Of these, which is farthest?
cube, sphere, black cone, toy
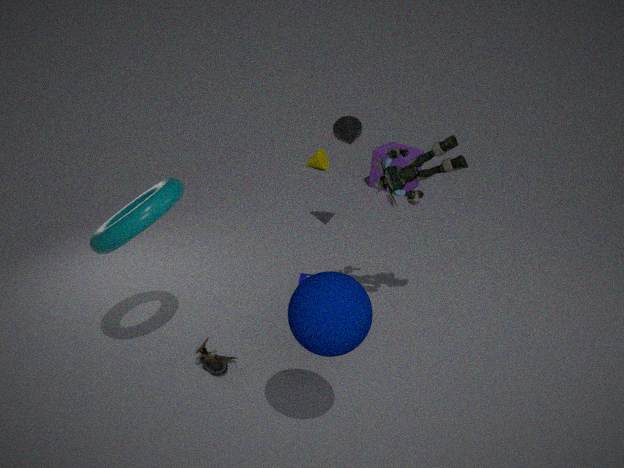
cube
